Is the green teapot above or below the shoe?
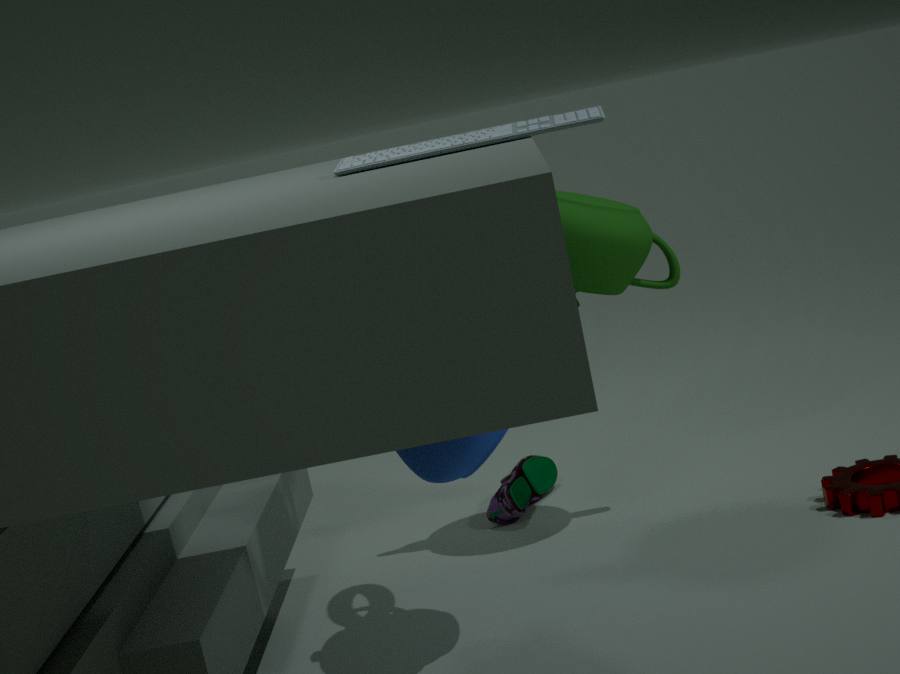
above
